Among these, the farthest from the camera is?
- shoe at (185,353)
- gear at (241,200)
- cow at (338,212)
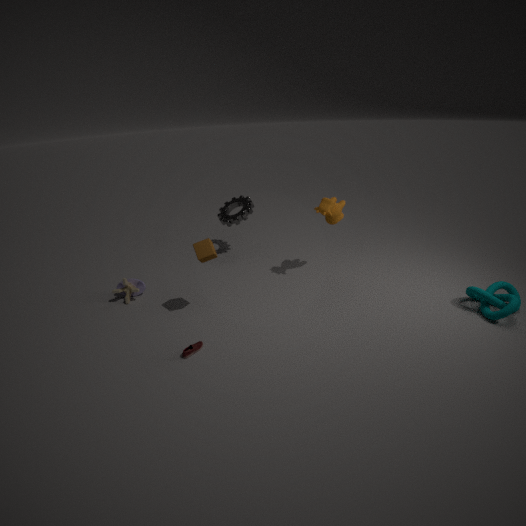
gear at (241,200)
